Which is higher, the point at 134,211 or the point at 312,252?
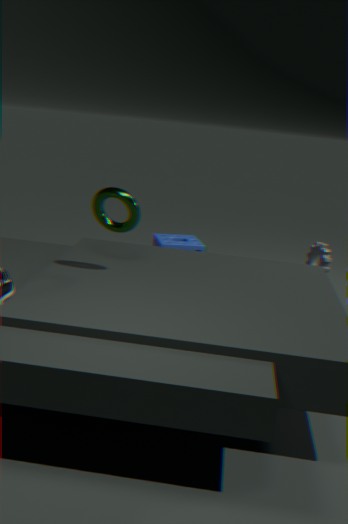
the point at 134,211
